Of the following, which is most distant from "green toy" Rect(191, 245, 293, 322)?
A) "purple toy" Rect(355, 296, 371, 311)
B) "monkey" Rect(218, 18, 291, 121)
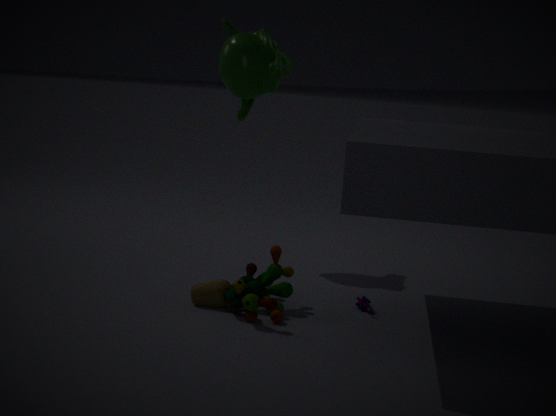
"monkey" Rect(218, 18, 291, 121)
